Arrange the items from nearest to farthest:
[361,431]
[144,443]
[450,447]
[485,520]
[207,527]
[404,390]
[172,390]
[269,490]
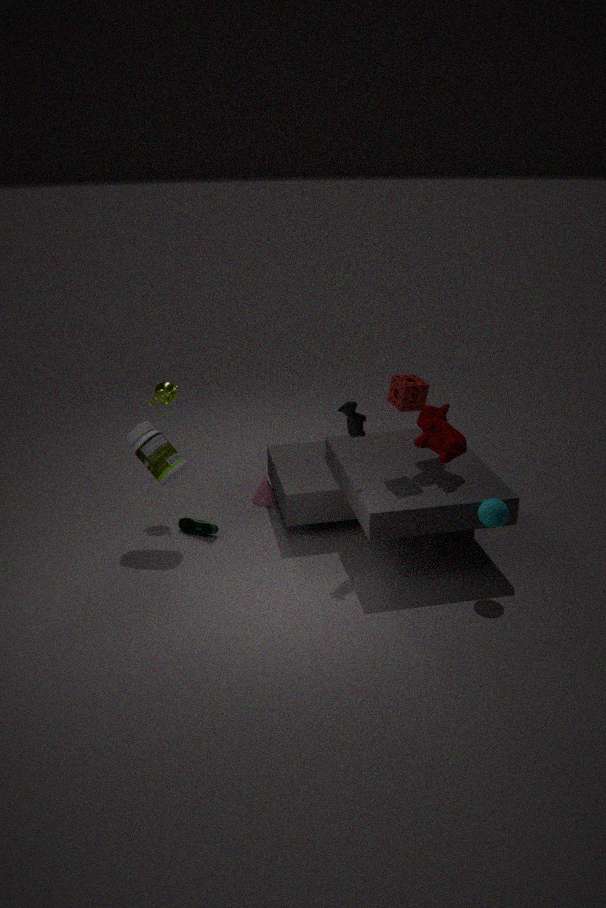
[485,520], [404,390], [361,431], [450,447], [144,443], [207,527], [172,390], [269,490]
